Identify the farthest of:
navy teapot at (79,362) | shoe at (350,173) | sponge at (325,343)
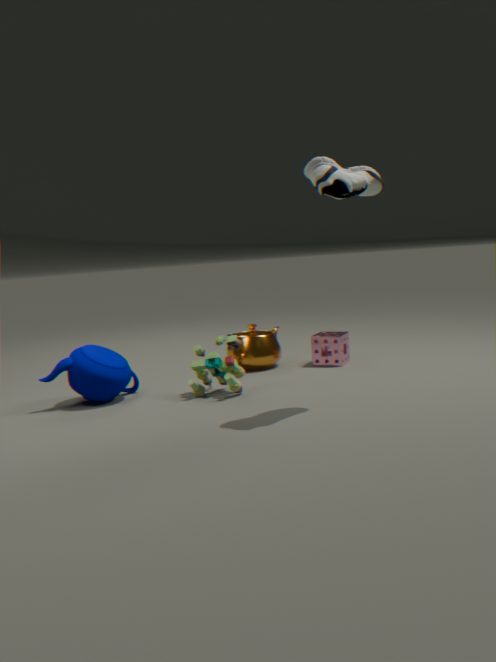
sponge at (325,343)
